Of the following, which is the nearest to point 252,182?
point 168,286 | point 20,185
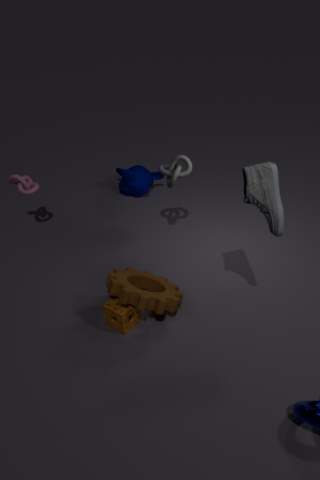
point 168,286
